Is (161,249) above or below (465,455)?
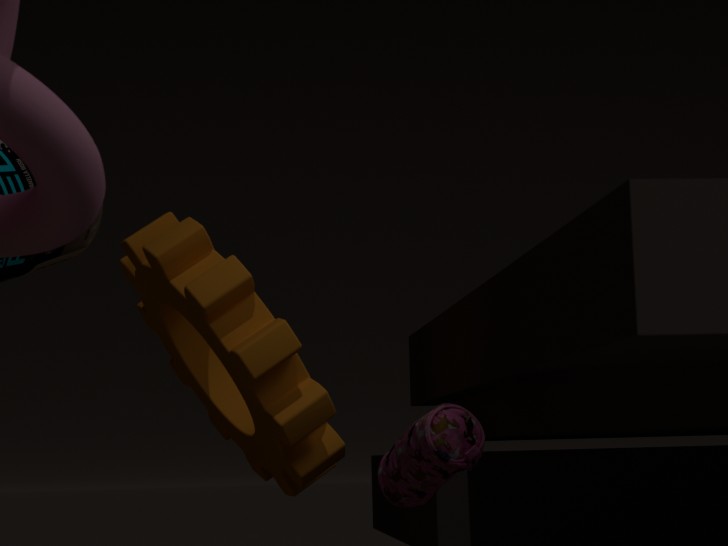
above
